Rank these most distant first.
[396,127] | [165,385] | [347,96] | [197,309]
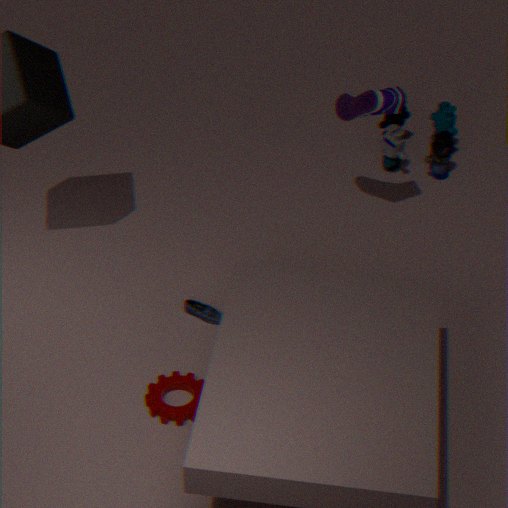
[396,127] < [347,96] < [197,309] < [165,385]
